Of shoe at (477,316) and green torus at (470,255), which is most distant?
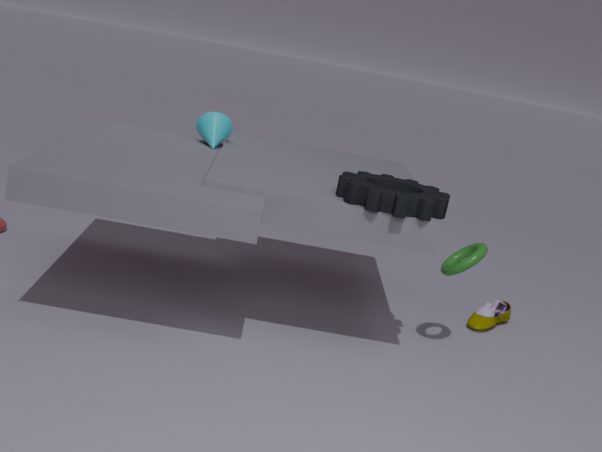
shoe at (477,316)
